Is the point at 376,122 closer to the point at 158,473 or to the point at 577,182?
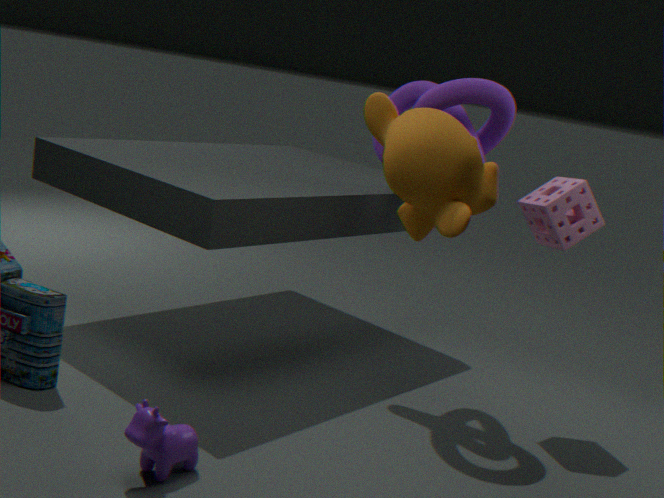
the point at 577,182
